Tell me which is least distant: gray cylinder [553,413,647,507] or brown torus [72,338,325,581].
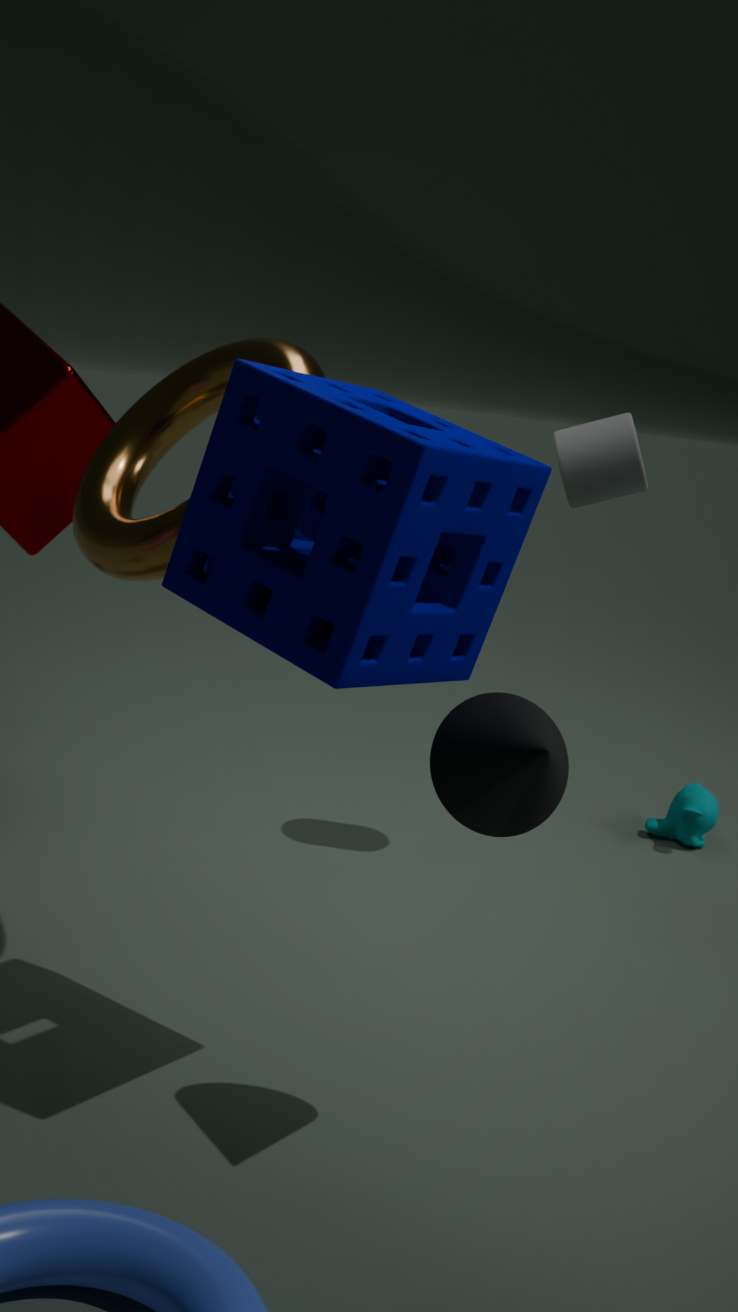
brown torus [72,338,325,581]
